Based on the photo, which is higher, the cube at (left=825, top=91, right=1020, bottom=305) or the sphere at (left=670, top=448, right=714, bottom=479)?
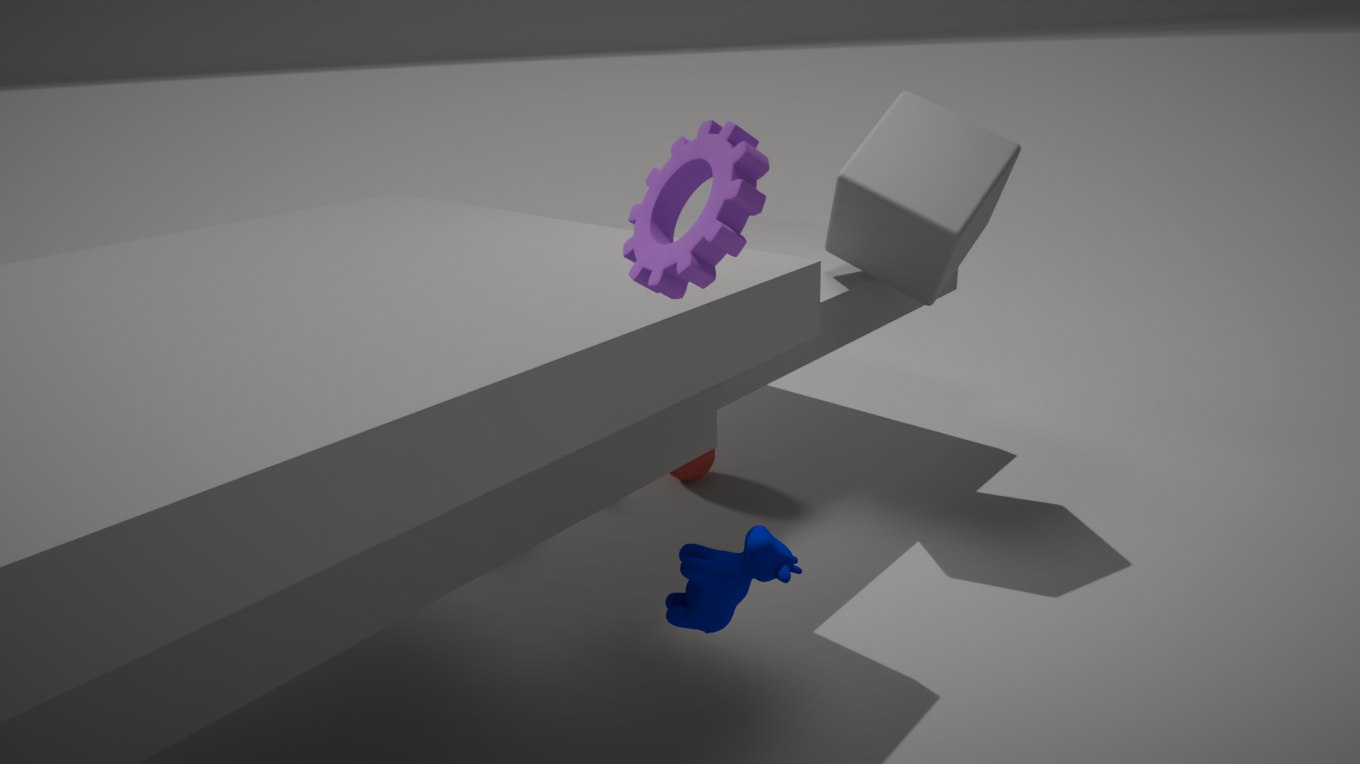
the cube at (left=825, top=91, right=1020, bottom=305)
